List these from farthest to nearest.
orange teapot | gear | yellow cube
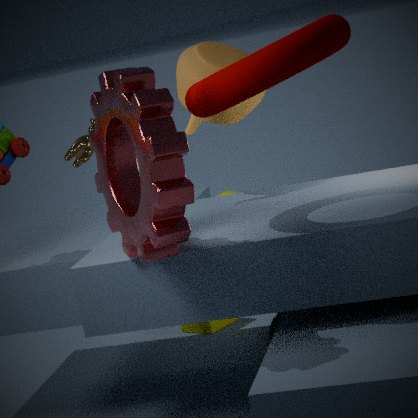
yellow cube, orange teapot, gear
